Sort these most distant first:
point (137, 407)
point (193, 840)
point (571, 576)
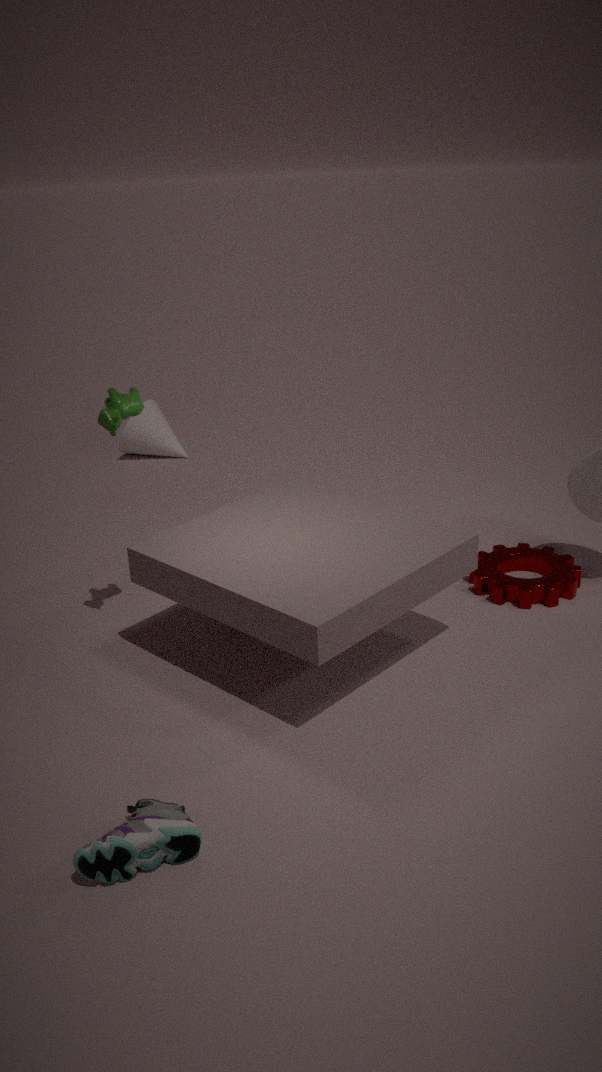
point (571, 576) → point (137, 407) → point (193, 840)
